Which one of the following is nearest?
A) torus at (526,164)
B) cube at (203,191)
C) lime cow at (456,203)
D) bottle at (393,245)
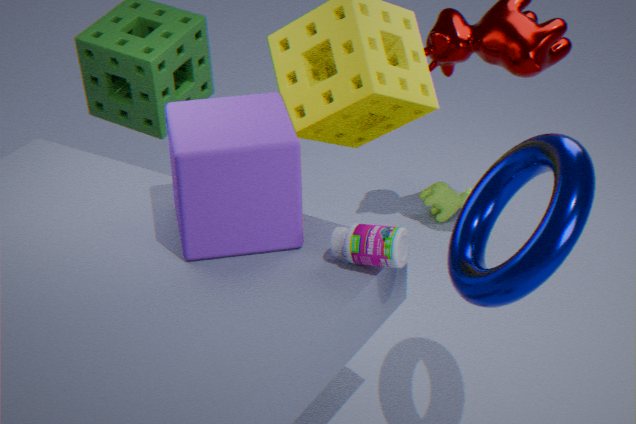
torus at (526,164)
